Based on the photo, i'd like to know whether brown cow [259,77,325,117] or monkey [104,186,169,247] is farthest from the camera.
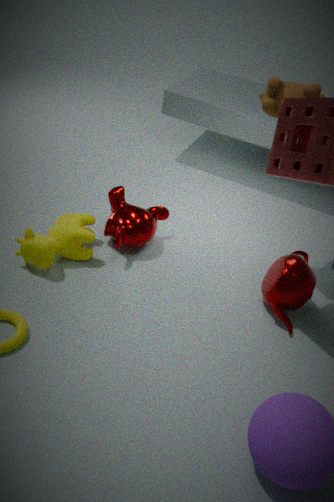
monkey [104,186,169,247]
